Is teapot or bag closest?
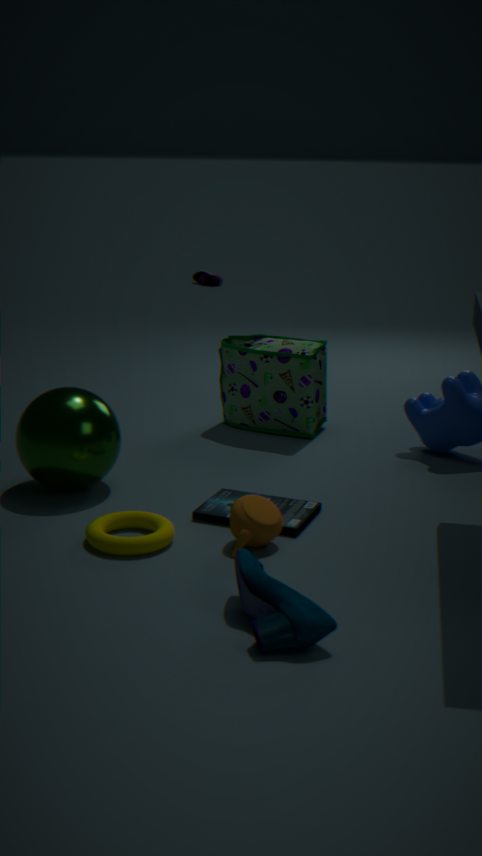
teapot
